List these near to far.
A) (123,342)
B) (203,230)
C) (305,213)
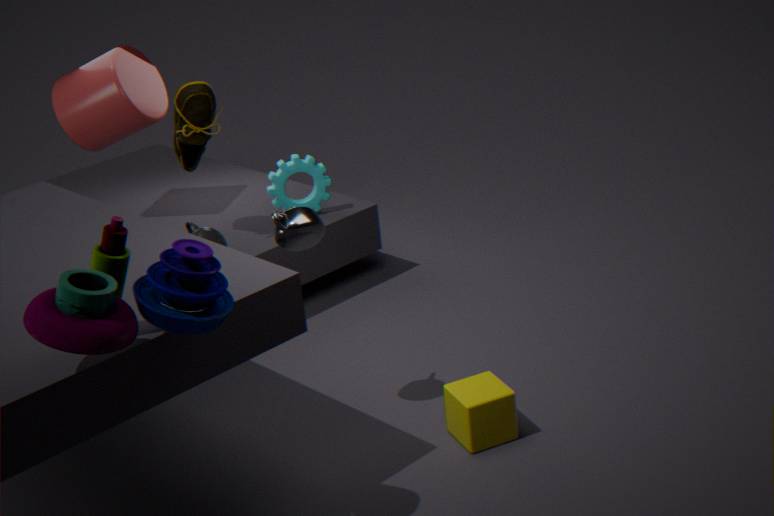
(123,342)
(305,213)
(203,230)
